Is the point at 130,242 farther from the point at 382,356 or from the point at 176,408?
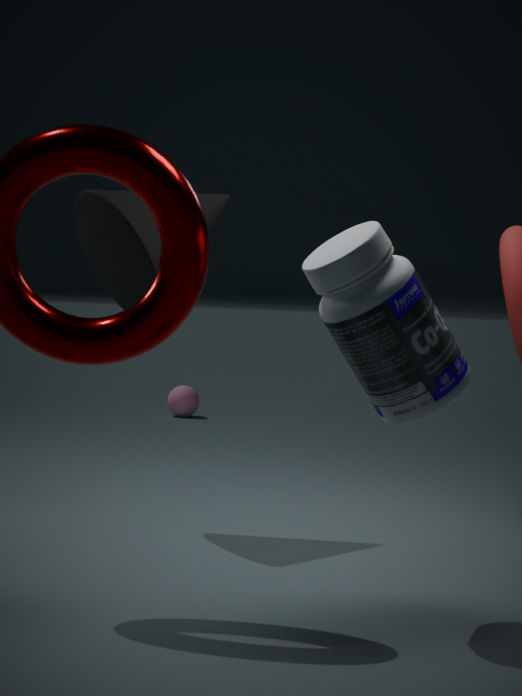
the point at 176,408
